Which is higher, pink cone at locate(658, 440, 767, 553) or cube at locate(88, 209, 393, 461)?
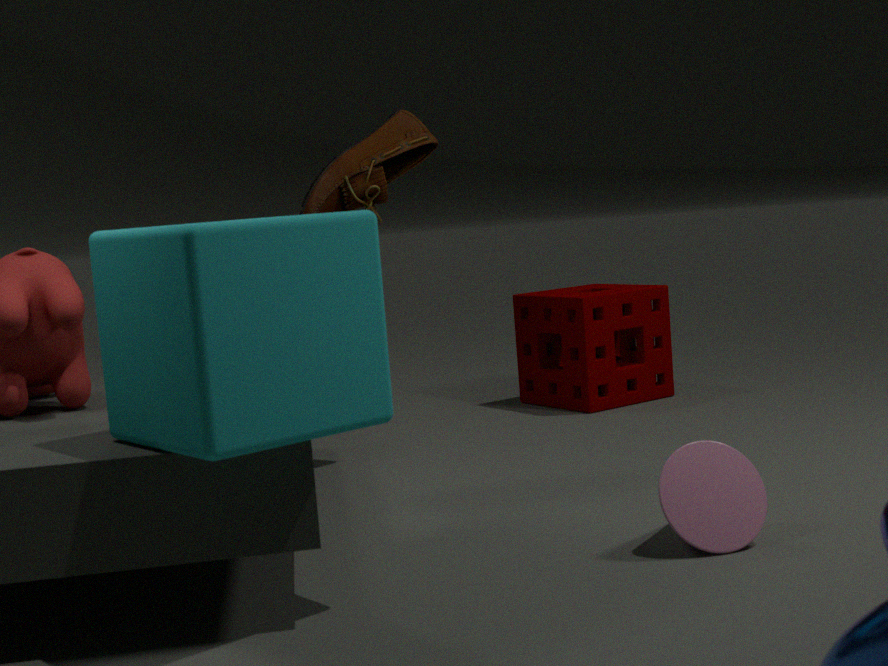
cube at locate(88, 209, 393, 461)
